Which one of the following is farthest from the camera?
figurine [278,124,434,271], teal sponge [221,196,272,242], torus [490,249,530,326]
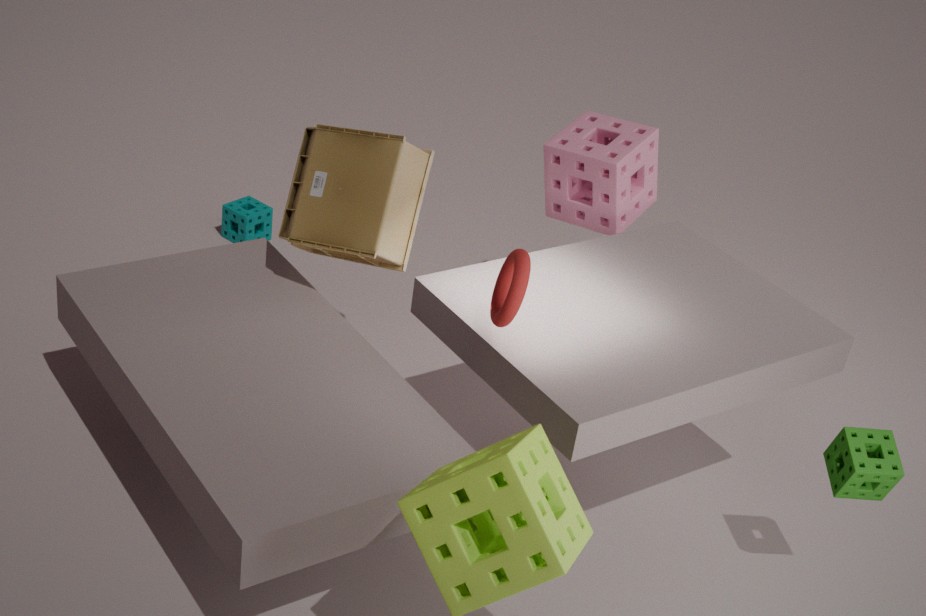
teal sponge [221,196,272,242]
